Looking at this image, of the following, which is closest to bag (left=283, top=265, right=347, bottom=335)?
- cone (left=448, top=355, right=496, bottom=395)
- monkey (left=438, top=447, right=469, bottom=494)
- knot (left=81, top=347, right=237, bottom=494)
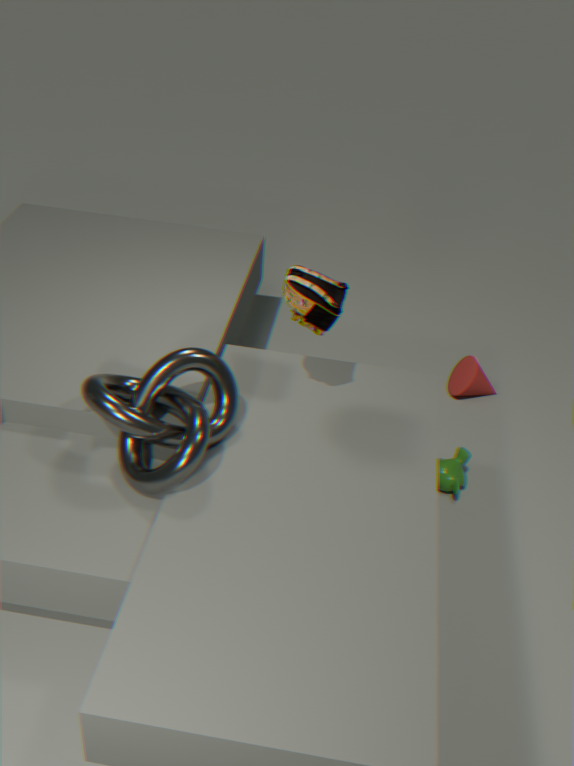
knot (left=81, top=347, right=237, bottom=494)
